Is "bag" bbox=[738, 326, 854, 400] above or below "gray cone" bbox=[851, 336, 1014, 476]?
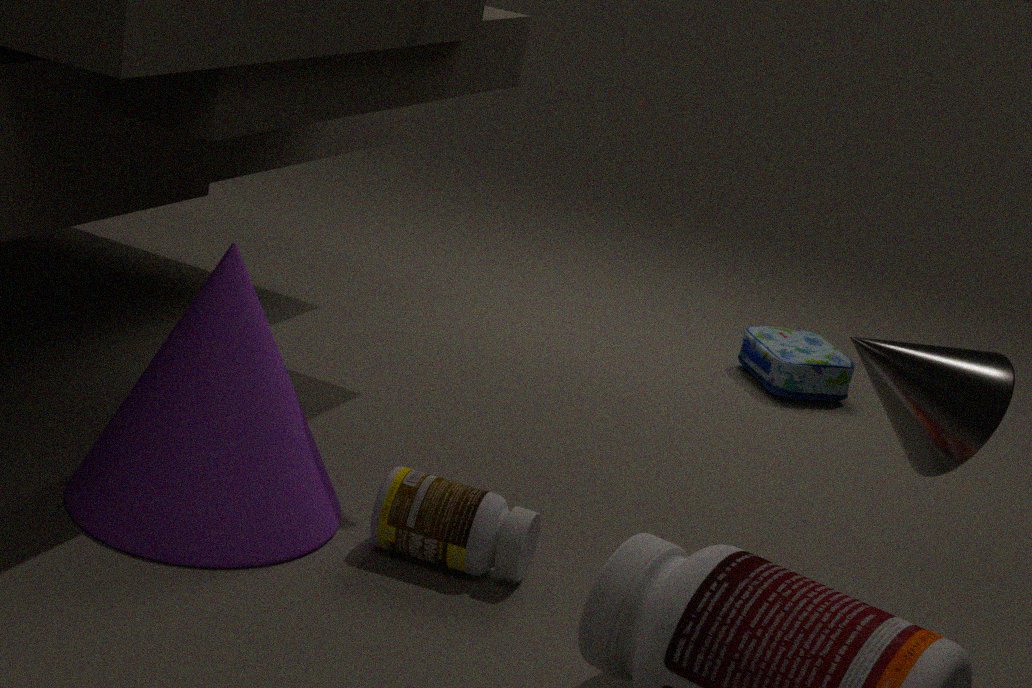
below
